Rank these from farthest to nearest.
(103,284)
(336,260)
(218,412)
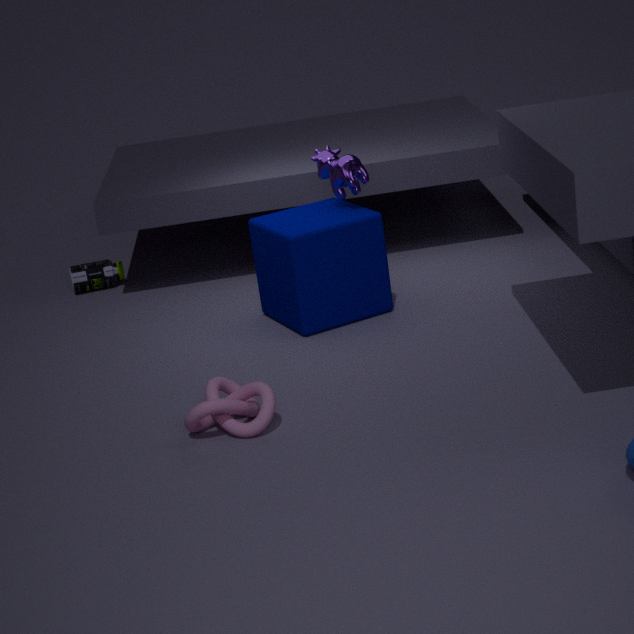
(103,284) → (336,260) → (218,412)
